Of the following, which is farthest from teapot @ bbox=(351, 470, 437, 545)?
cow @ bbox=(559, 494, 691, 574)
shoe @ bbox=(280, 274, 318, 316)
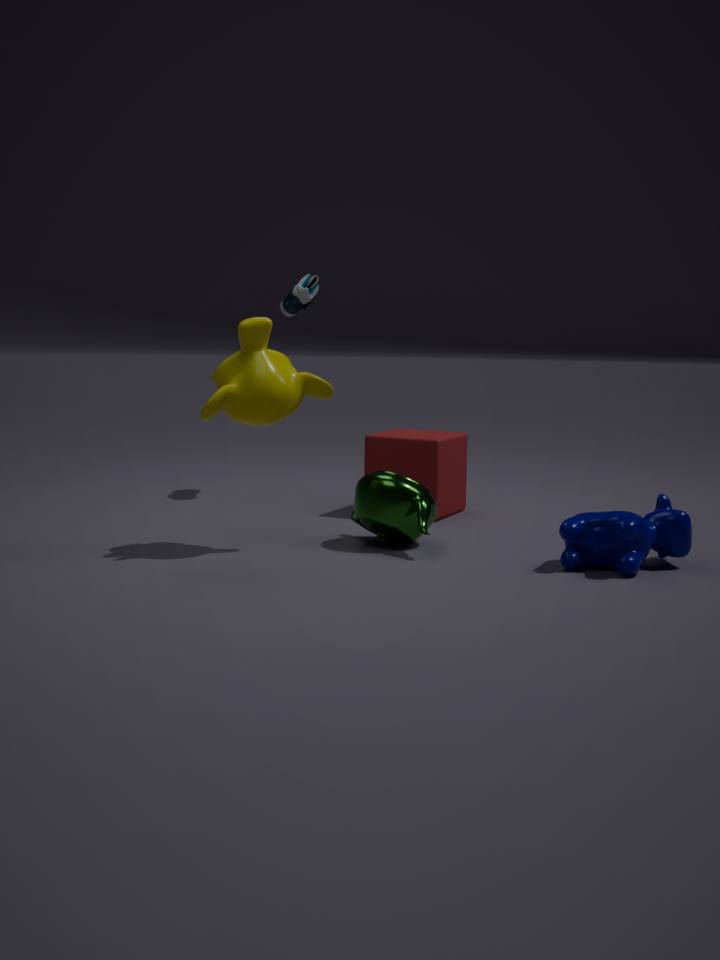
shoe @ bbox=(280, 274, 318, 316)
